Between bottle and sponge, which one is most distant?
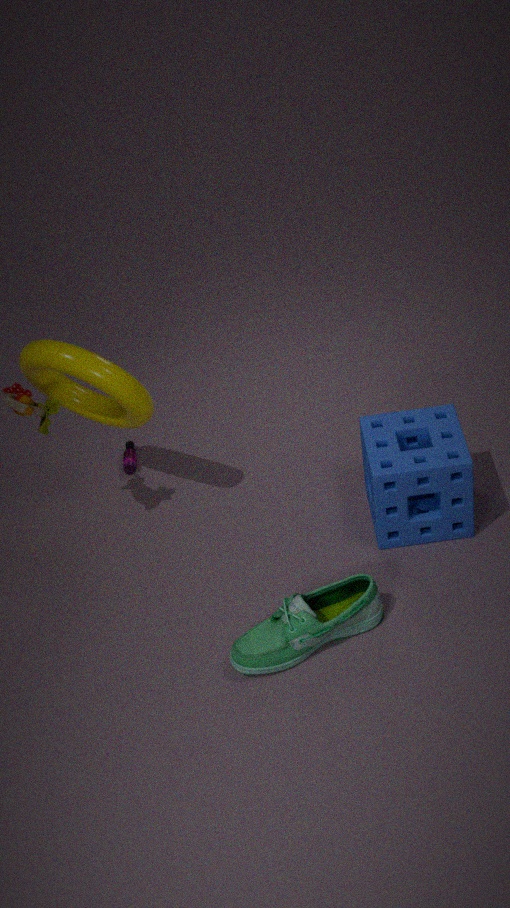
bottle
